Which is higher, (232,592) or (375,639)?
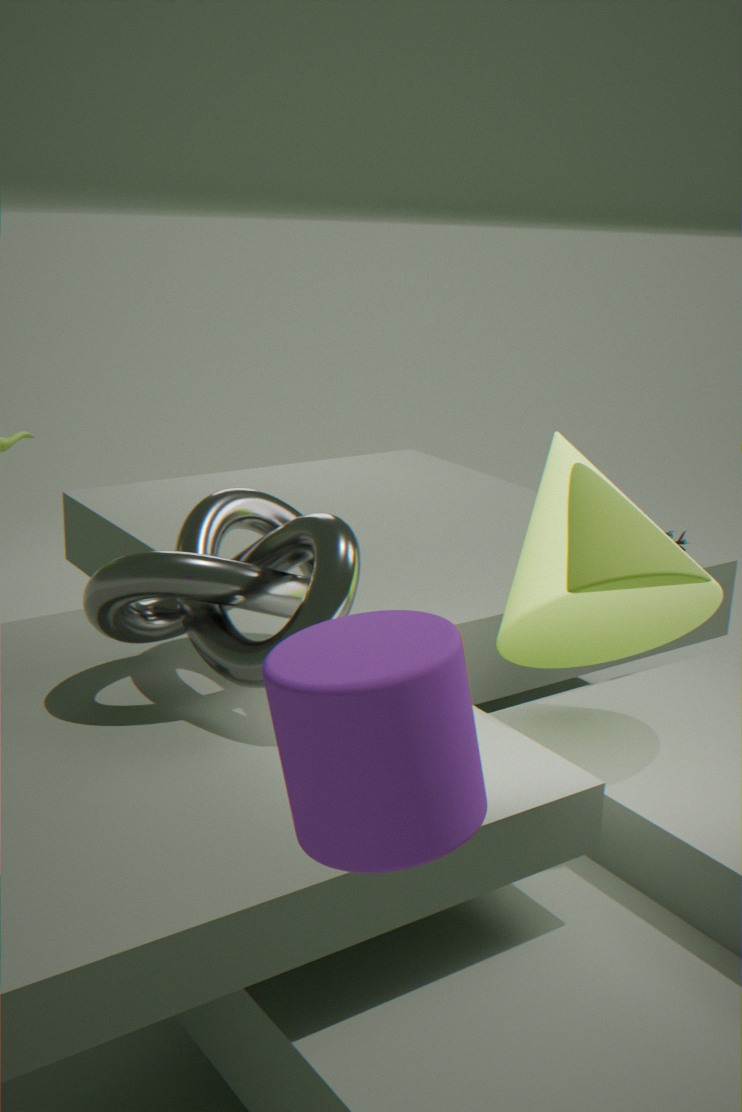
(375,639)
